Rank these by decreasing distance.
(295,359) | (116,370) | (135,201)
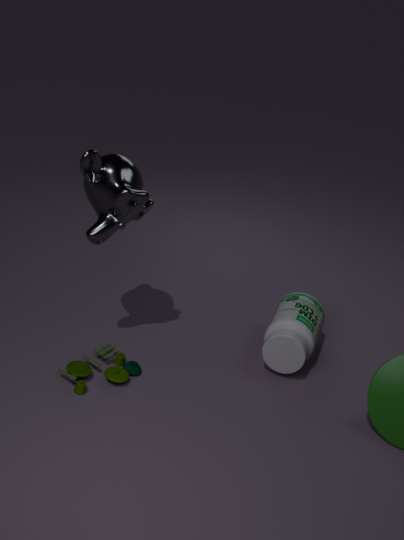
(295,359)
(116,370)
(135,201)
